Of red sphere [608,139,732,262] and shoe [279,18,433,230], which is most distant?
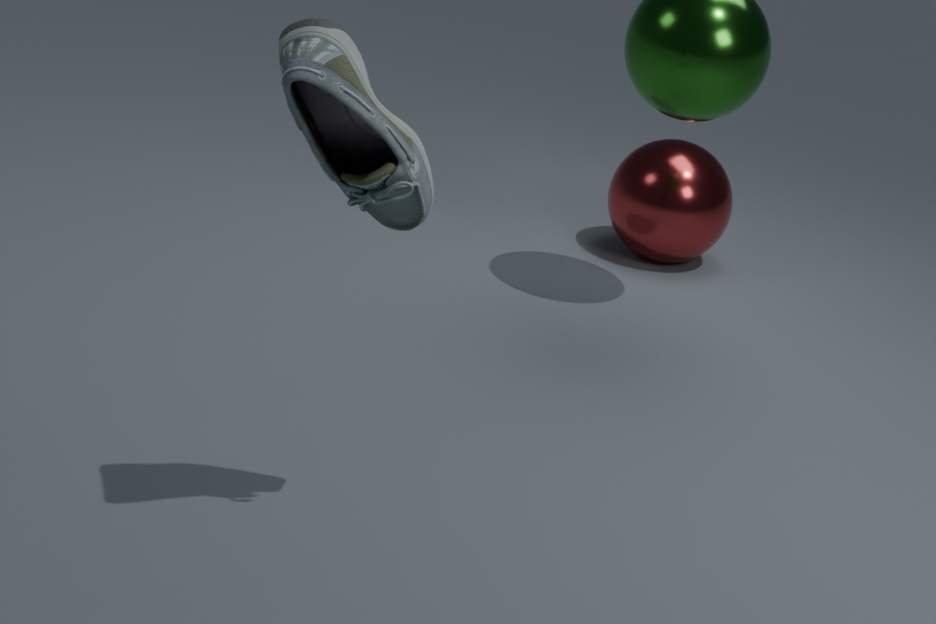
red sphere [608,139,732,262]
